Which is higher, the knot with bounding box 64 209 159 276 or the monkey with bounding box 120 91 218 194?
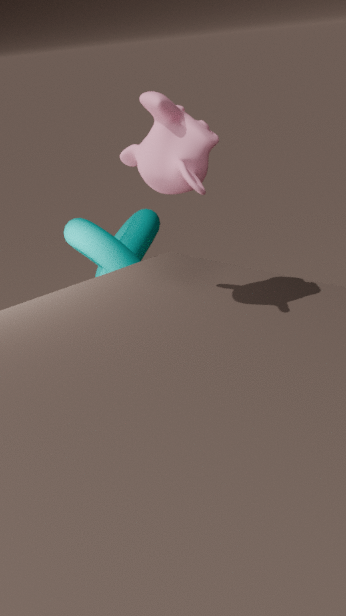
the monkey with bounding box 120 91 218 194
